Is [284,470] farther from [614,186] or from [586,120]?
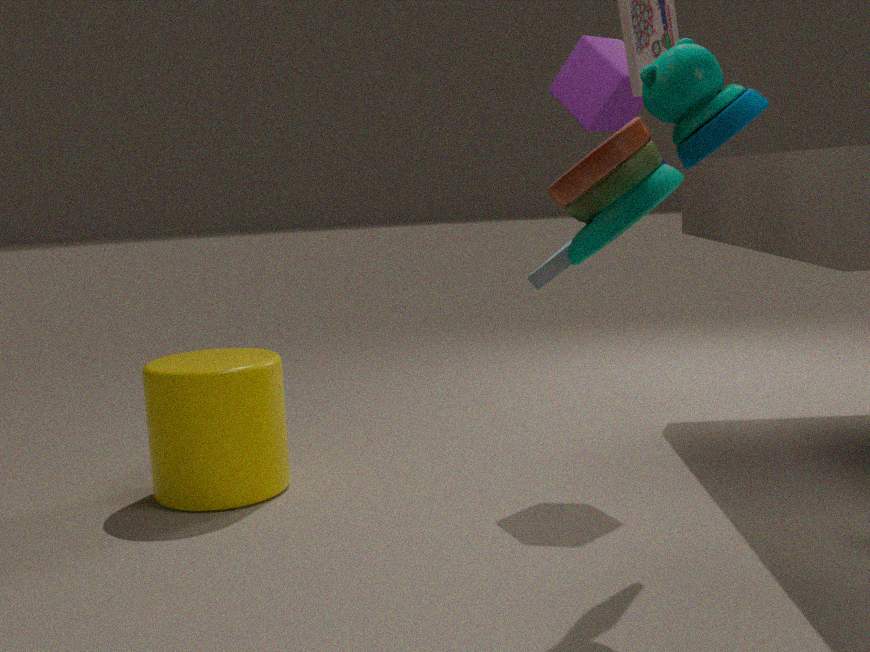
[614,186]
